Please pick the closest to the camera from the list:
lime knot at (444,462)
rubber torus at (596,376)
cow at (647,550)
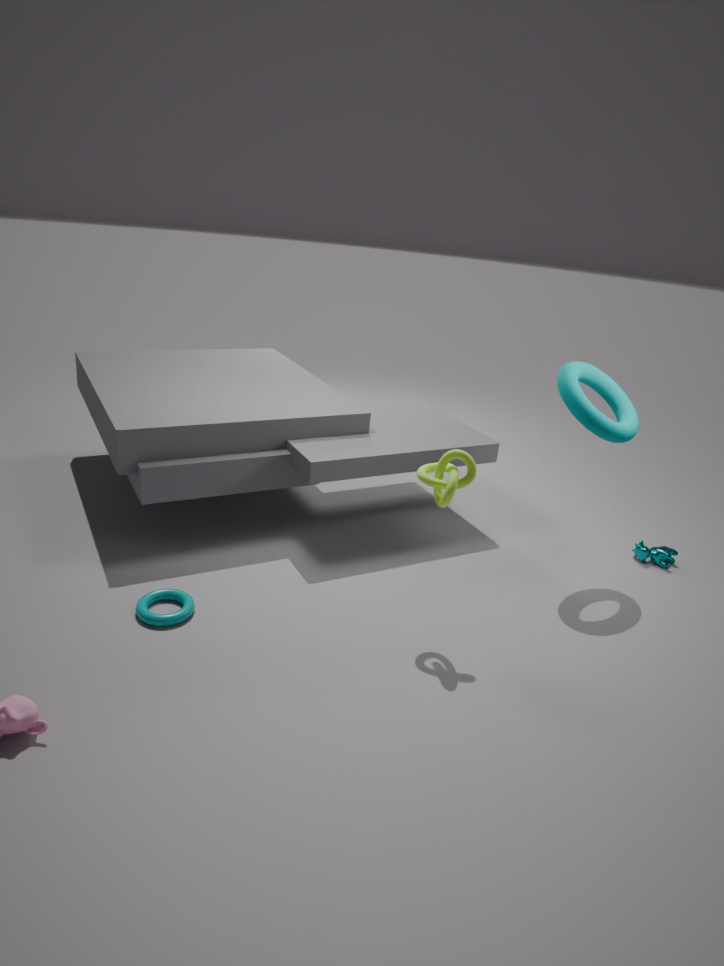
lime knot at (444,462)
